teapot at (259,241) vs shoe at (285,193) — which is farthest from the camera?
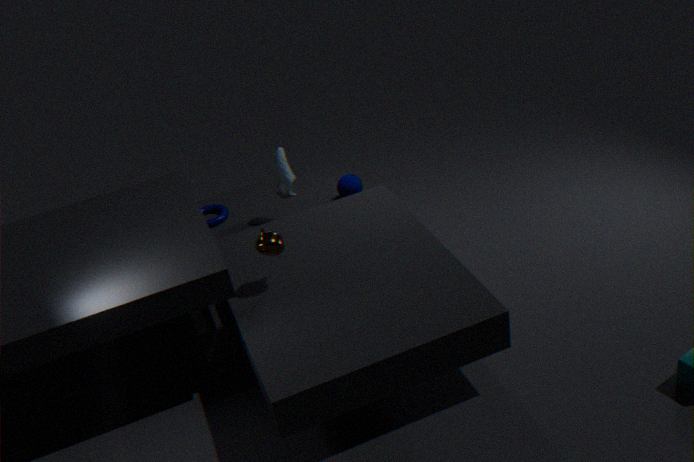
shoe at (285,193)
